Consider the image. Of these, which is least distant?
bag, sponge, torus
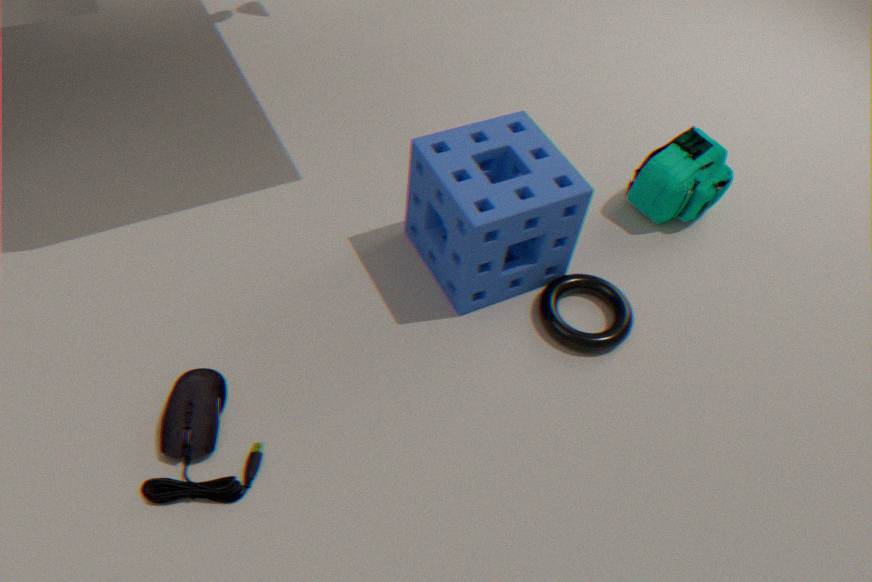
sponge
